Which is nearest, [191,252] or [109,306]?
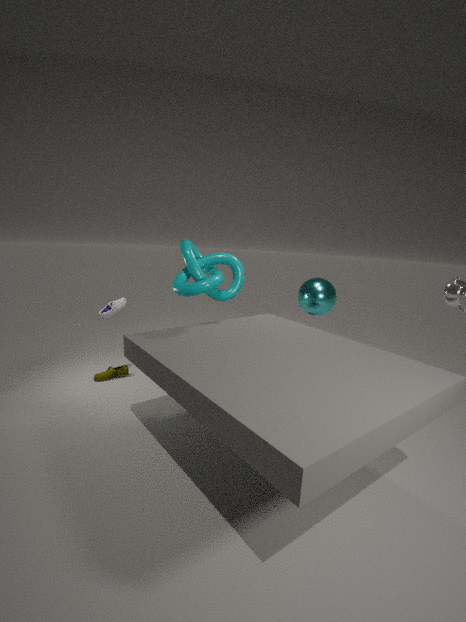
[191,252]
